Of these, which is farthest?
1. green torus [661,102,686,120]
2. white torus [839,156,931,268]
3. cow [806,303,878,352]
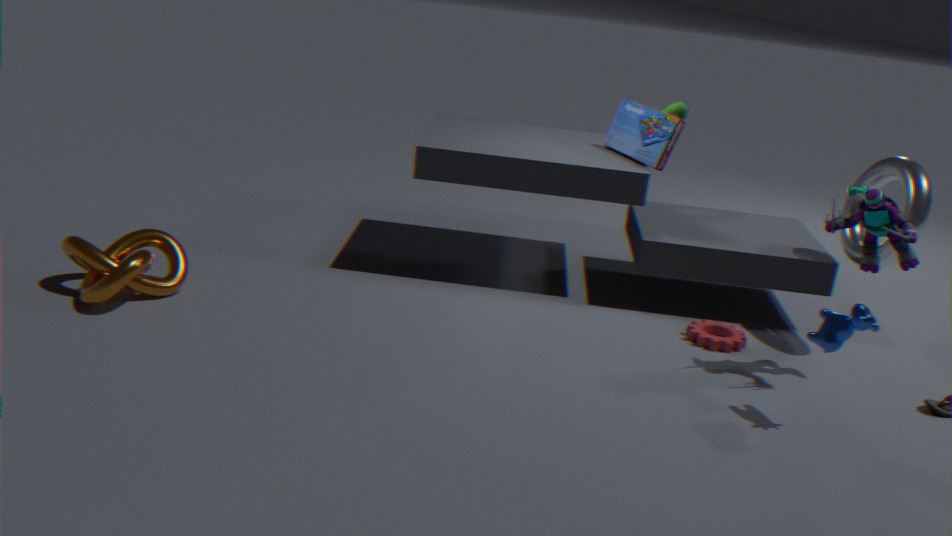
green torus [661,102,686,120]
